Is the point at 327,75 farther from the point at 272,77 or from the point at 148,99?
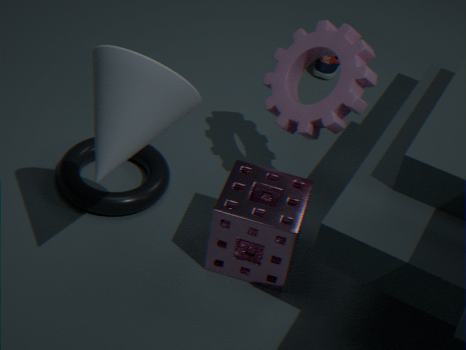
the point at 148,99
